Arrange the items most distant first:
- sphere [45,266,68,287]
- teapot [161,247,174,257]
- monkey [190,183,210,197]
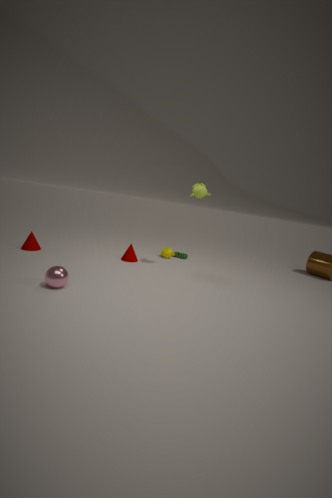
1. teapot [161,247,174,257]
2. monkey [190,183,210,197]
3. sphere [45,266,68,287]
